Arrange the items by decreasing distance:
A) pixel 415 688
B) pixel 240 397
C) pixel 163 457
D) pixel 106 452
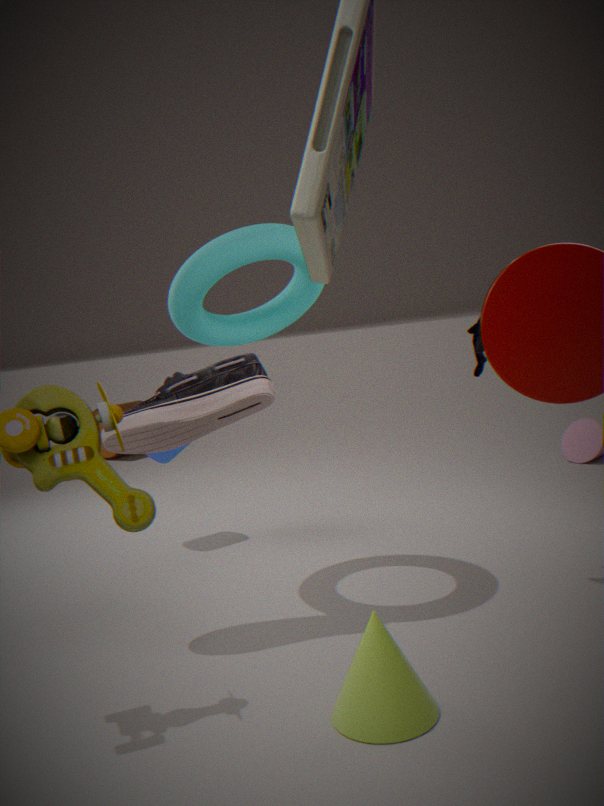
pixel 106 452 < pixel 163 457 < pixel 240 397 < pixel 415 688
